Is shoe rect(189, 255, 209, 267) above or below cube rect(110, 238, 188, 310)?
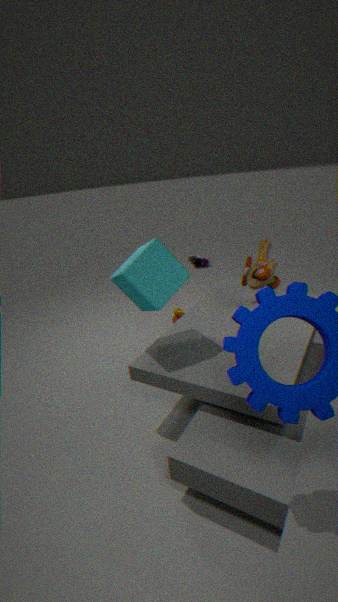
below
